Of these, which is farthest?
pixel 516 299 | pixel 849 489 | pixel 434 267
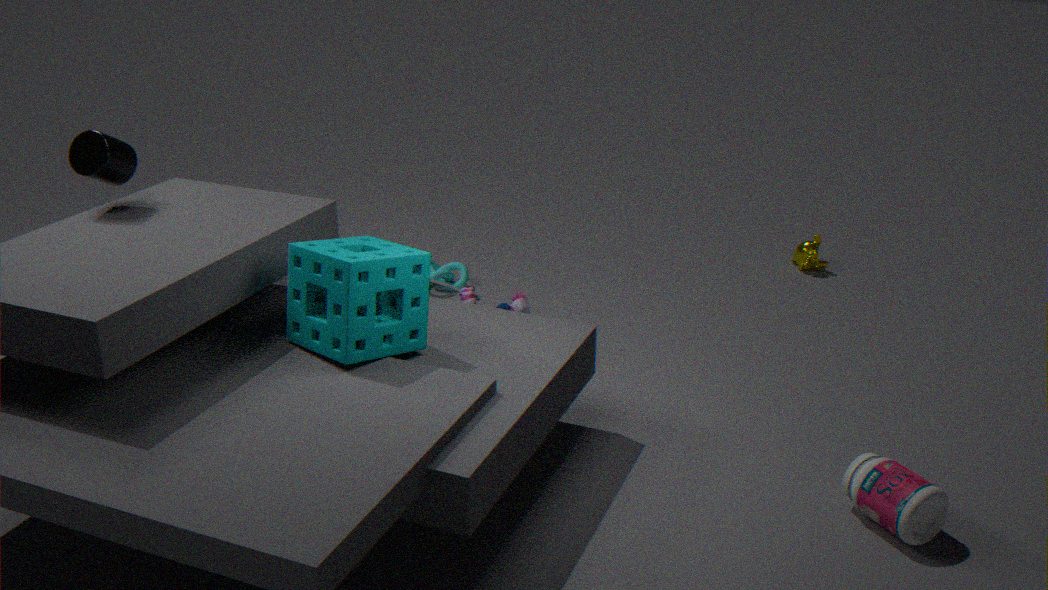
pixel 434 267
